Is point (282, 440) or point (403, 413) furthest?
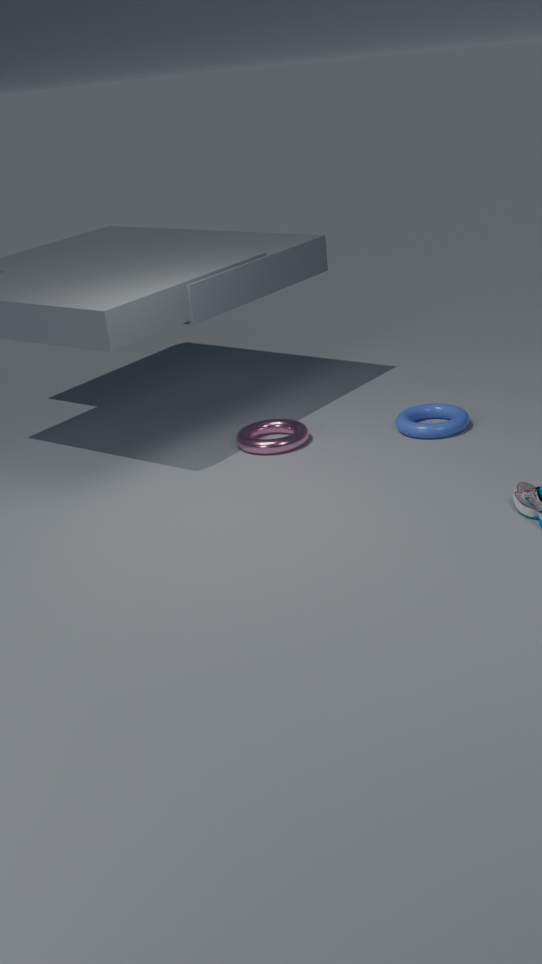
point (403, 413)
